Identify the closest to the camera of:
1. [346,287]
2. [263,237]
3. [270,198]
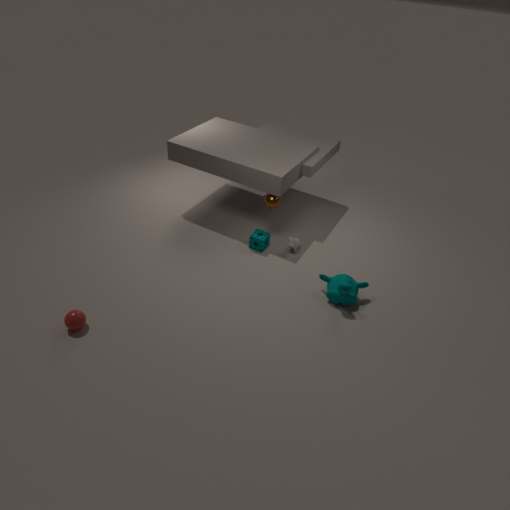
[346,287]
